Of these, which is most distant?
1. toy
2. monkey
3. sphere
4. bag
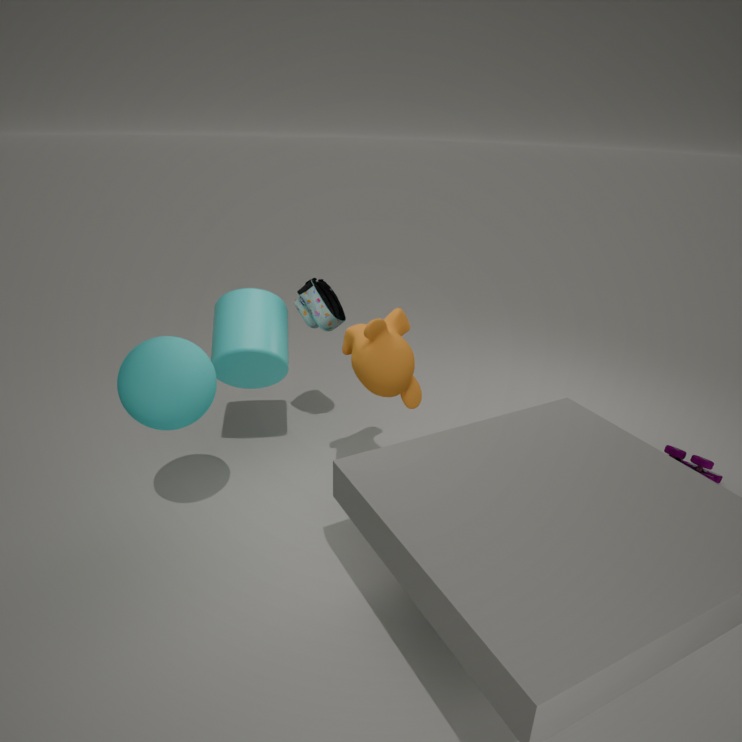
bag
